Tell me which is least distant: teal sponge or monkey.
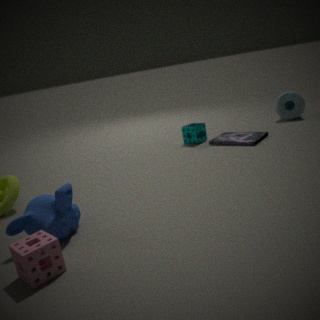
monkey
